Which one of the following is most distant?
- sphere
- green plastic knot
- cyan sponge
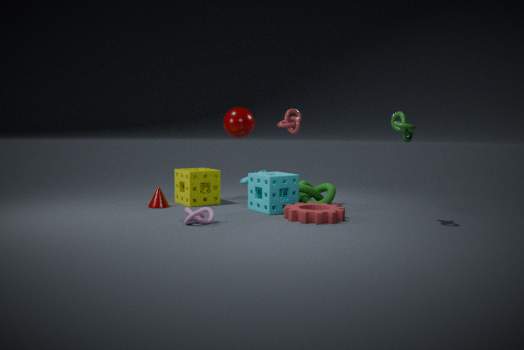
sphere
